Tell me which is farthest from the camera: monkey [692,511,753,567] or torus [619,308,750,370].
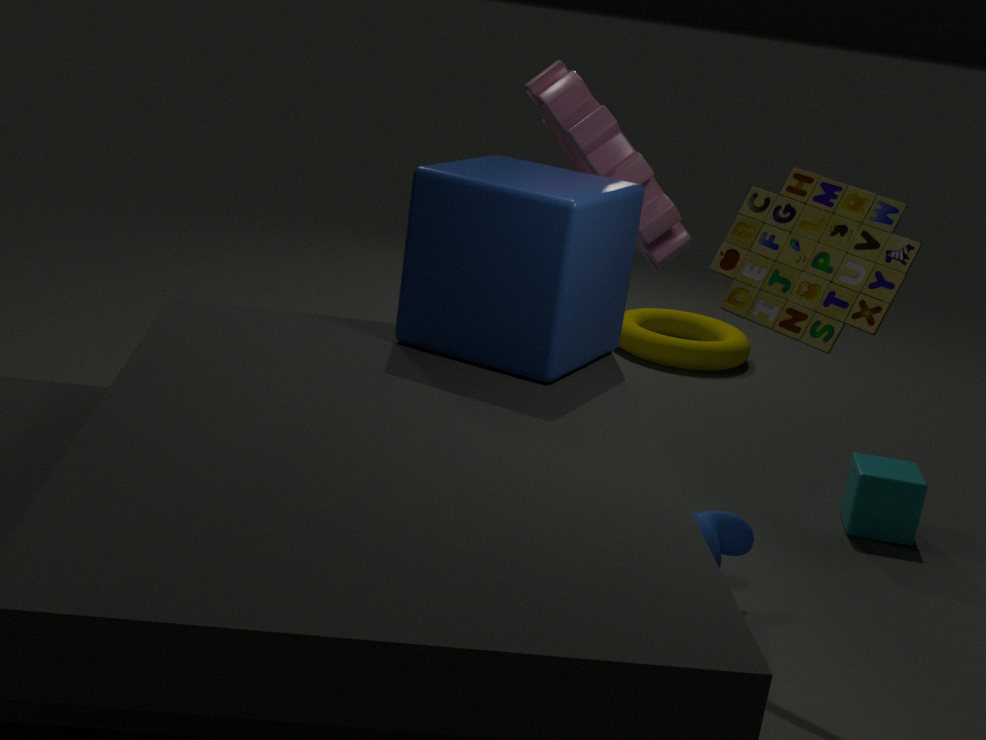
torus [619,308,750,370]
